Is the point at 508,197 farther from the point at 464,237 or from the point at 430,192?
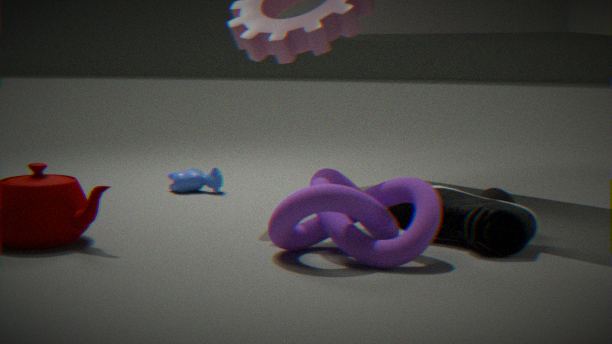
the point at 430,192
